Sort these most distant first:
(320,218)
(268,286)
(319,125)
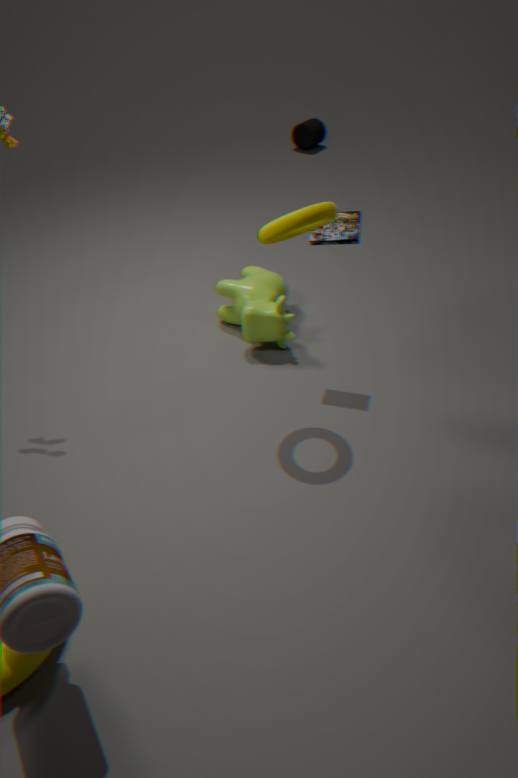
(319,125) → (268,286) → (320,218)
